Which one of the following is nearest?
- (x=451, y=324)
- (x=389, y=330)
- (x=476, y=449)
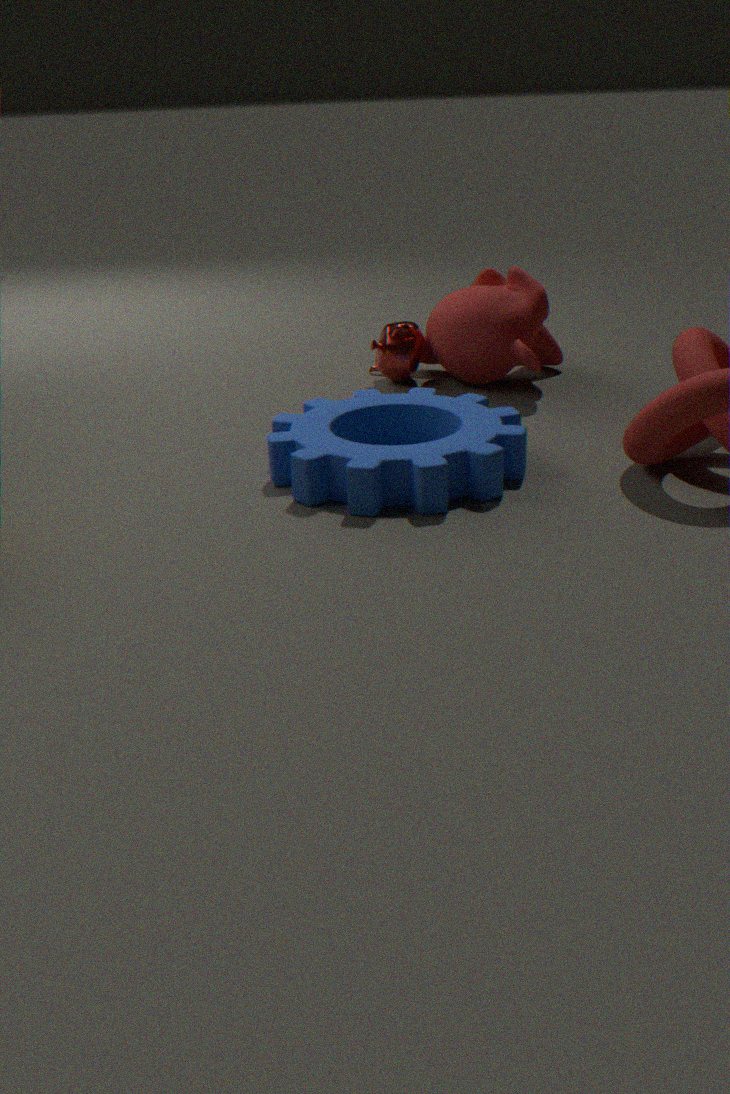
(x=476, y=449)
